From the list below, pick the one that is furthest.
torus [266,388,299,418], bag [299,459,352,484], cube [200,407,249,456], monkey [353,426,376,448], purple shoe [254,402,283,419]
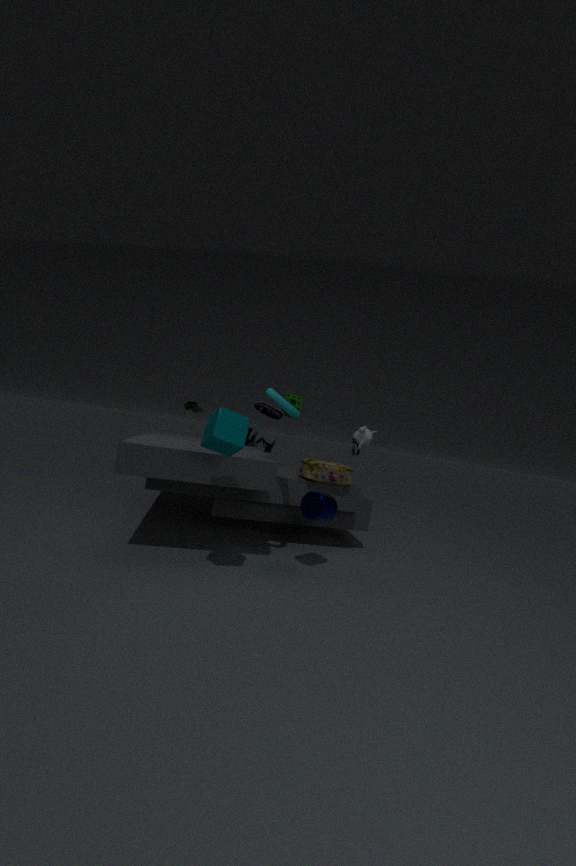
purple shoe [254,402,283,419]
